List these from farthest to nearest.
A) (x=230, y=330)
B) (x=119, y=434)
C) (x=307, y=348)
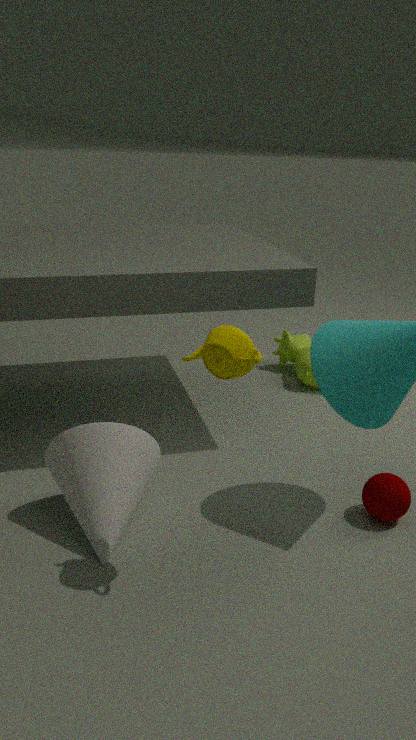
(x=307, y=348) → (x=119, y=434) → (x=230, y=330)
